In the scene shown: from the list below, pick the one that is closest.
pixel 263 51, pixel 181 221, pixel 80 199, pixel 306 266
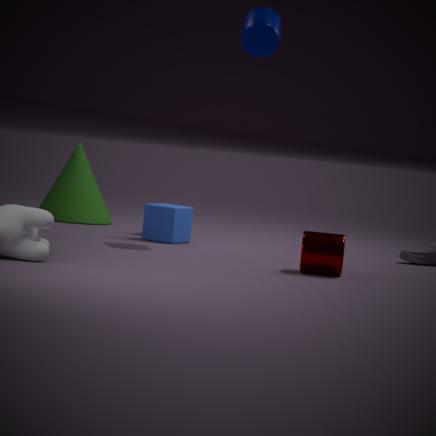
pixel 306 266
